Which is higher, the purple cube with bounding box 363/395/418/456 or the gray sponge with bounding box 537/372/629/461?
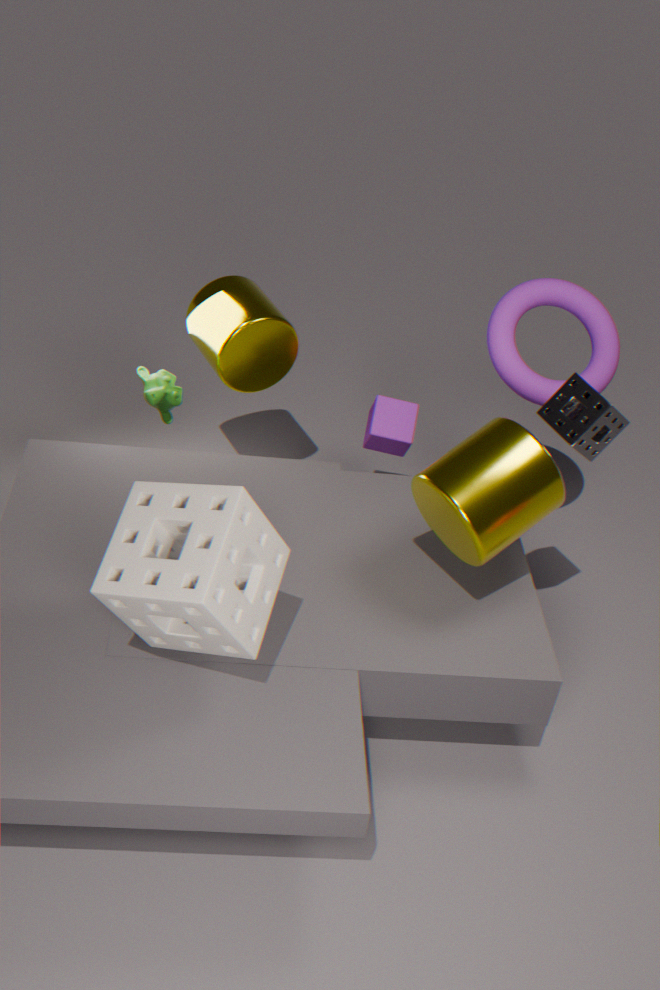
the gray sponge with bounding box 537/372/629/461
